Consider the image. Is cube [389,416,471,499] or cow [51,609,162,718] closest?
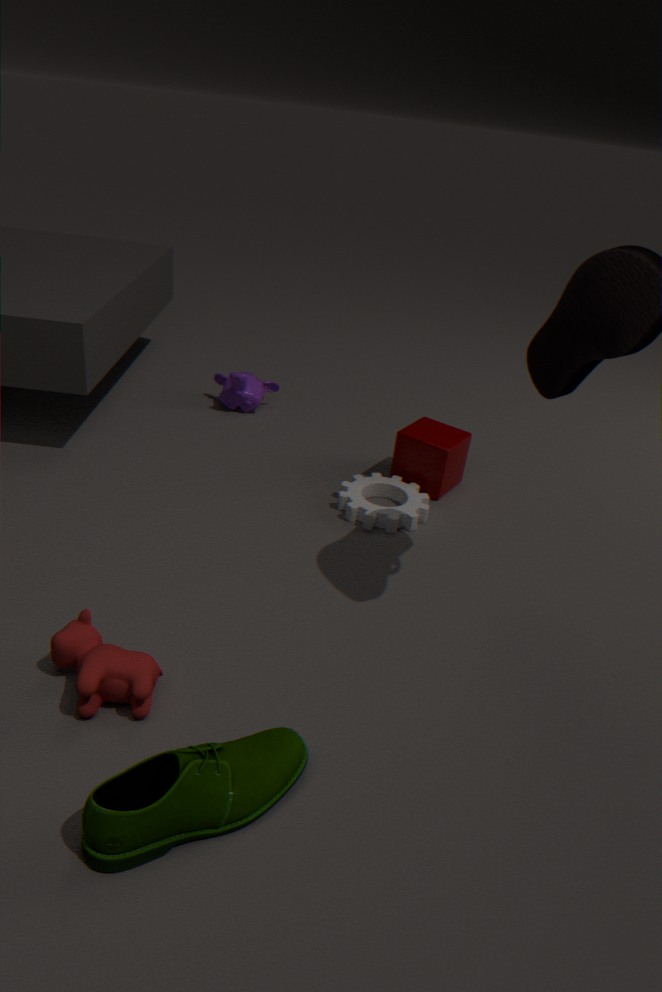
cow [51,609,162,718]
